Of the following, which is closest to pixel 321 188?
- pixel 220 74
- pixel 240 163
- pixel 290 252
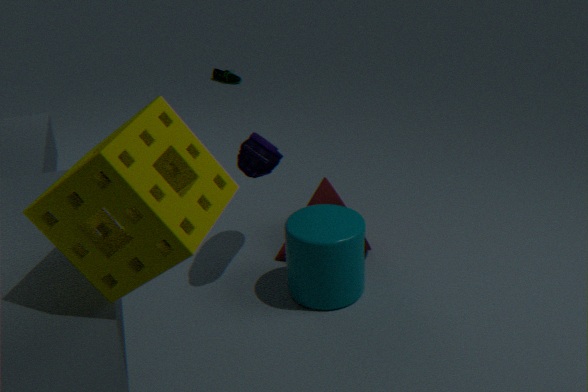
pixel 290 252
